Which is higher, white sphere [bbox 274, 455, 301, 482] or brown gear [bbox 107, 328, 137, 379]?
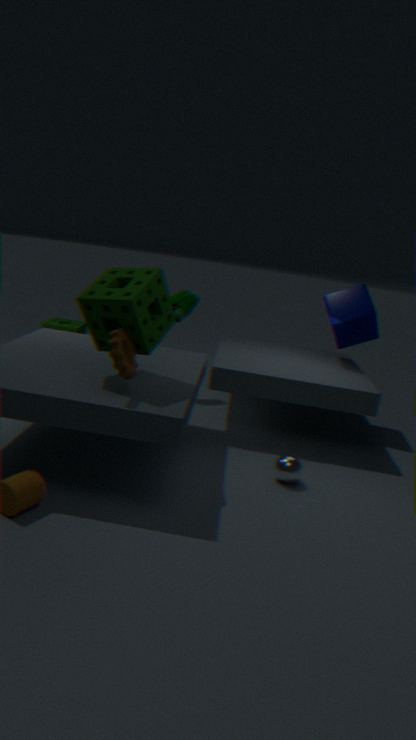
brown gear [bbox 107, 328, 137, 379]
